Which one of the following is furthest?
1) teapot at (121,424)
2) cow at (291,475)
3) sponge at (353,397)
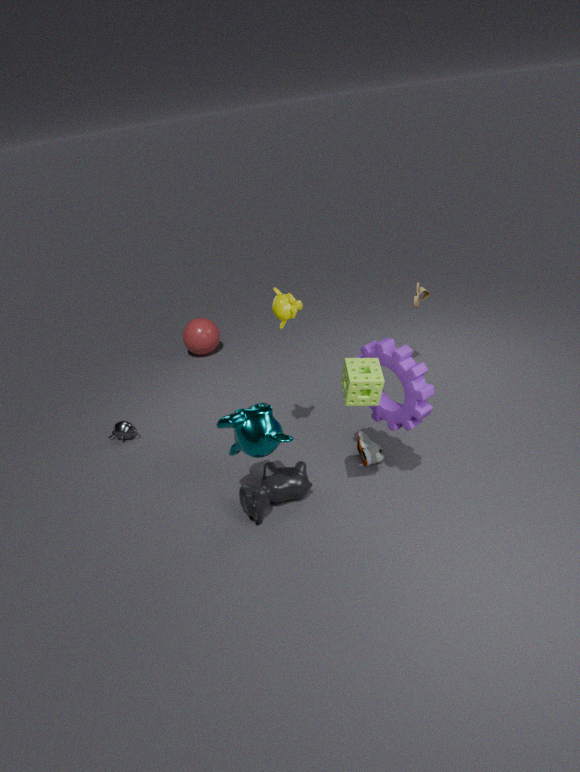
1. teapot at (121,424)
